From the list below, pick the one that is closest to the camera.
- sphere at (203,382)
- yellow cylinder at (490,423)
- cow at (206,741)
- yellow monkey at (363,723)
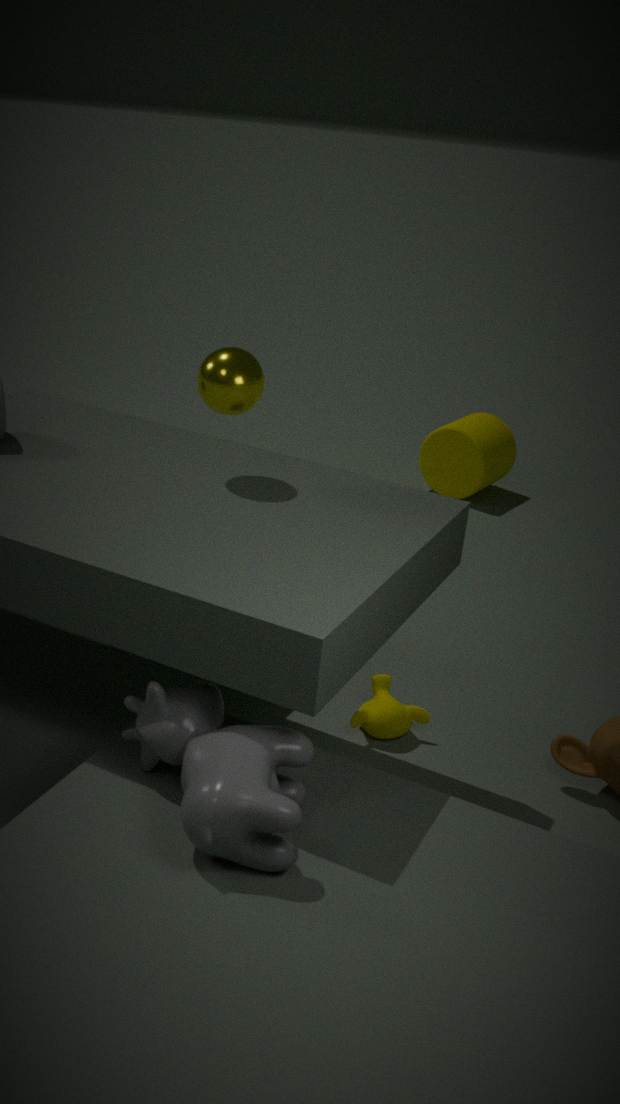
cow at (206,741)
